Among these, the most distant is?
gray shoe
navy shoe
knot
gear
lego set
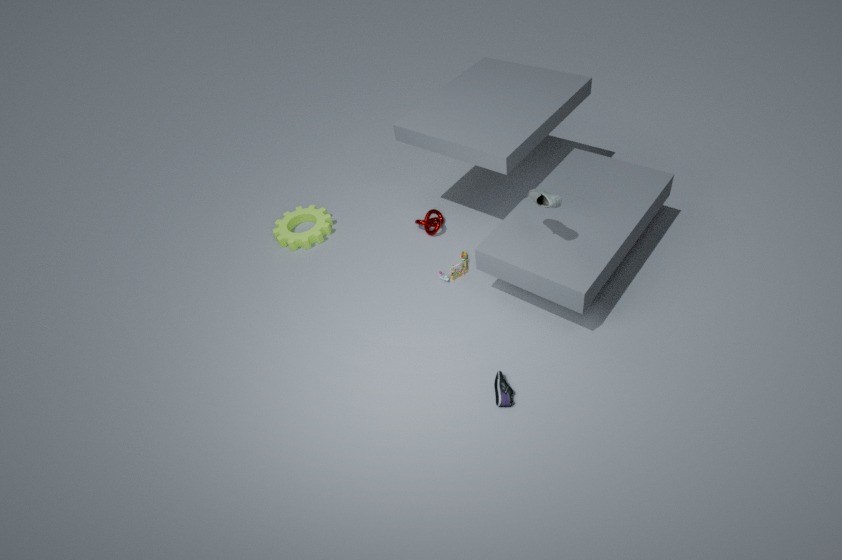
gear
